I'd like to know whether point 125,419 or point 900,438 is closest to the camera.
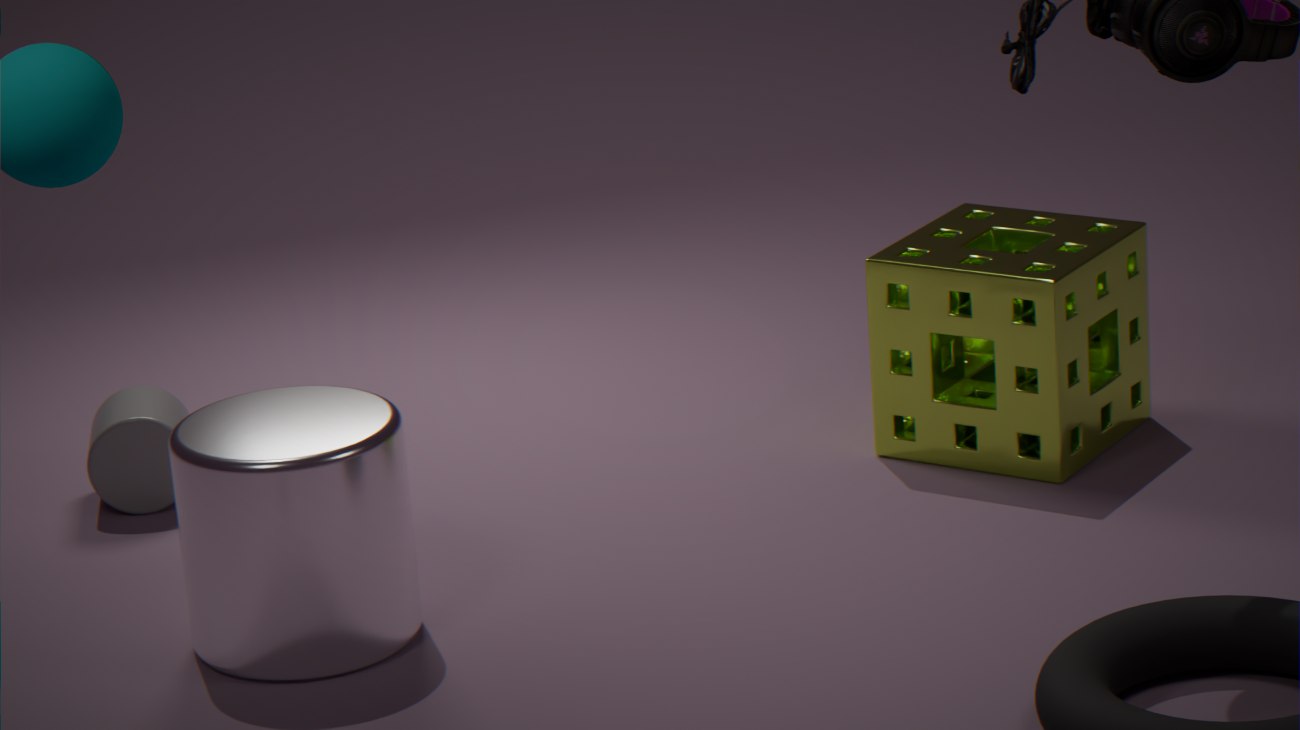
point 125,419
